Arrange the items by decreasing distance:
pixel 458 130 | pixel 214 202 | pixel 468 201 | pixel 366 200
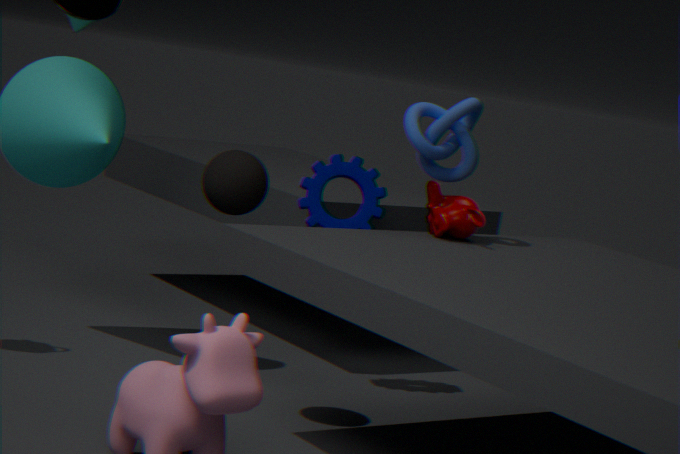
pixel 366 200 → pixel 458 130 → pixel 468 201 → pixel 214 202
